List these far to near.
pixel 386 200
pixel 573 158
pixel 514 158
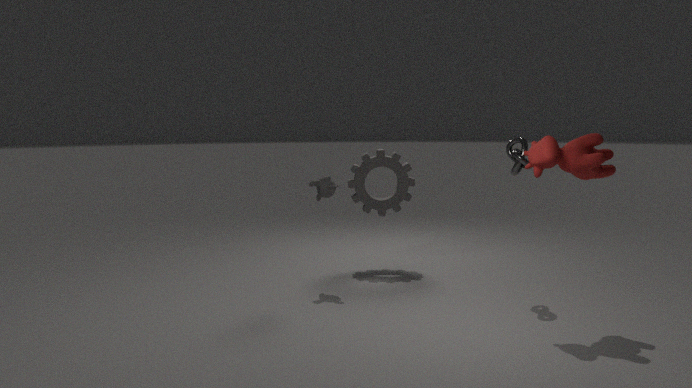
pixel 386 200, pixel 514 158, pixel 573 158
